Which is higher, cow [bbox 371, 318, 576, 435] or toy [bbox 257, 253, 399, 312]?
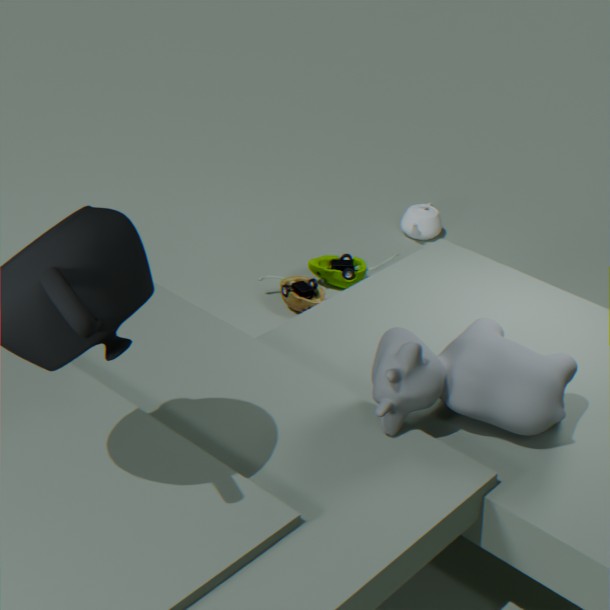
cow [bbox 371, 318, 576, 435]
